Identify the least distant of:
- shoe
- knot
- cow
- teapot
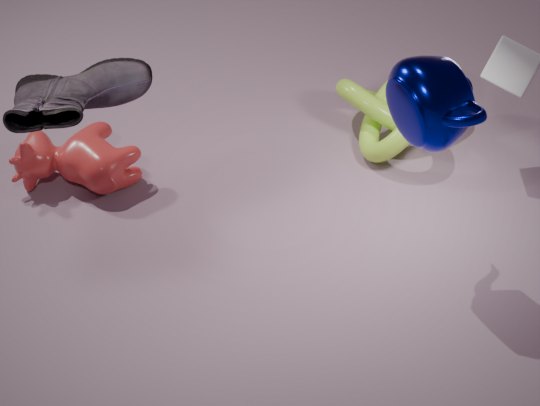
shoe
